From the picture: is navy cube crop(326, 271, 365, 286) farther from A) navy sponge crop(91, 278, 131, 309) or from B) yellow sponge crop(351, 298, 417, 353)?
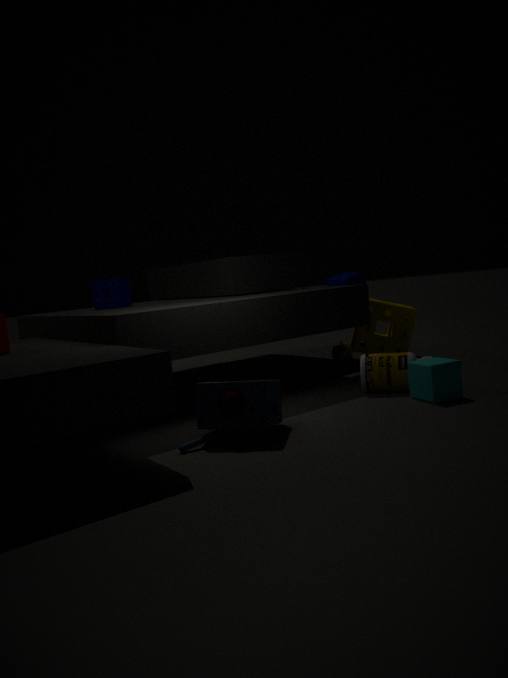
A) navy sponge crop(91, 278, 131, 309)
